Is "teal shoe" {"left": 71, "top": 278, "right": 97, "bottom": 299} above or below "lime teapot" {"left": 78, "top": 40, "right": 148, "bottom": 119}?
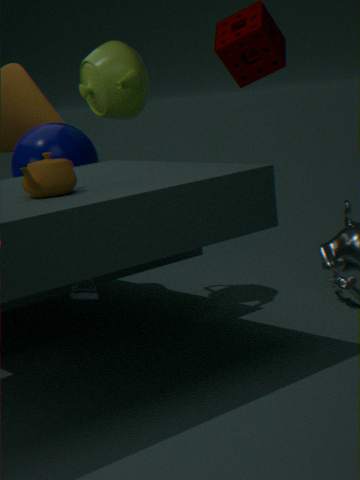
below
